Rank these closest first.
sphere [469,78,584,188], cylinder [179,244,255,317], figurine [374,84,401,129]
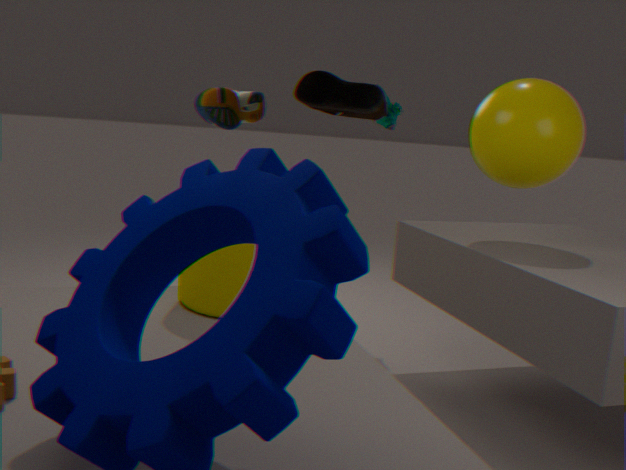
cylinder [179,244,255,317], sphere [469,78,584,188], figurine [374,84,401,129]
